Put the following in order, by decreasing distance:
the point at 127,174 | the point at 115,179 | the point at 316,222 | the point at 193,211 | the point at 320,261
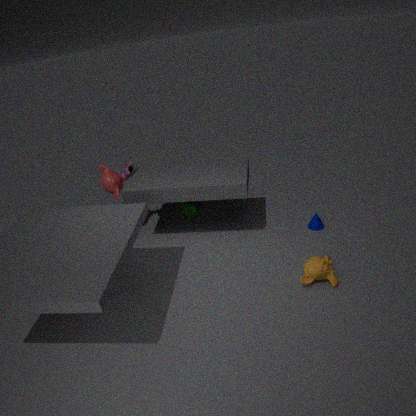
the point at 193,211
the point at 115,179
the point at 127,174
the point at 316,222
the point at 320,261
